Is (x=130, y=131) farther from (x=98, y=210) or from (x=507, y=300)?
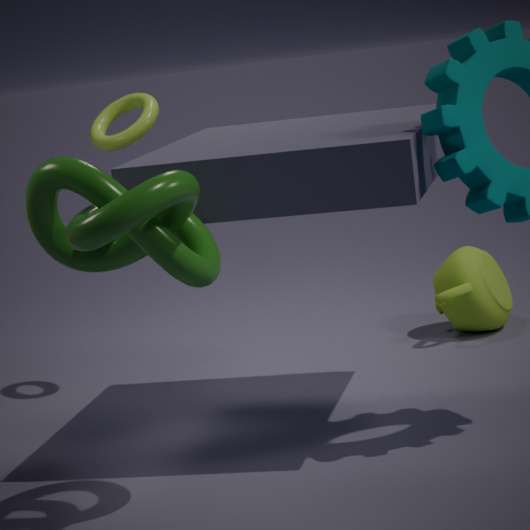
(x=507, y=300)
